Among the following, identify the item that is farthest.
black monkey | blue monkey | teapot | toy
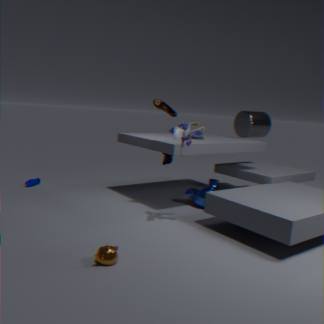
black monkey
